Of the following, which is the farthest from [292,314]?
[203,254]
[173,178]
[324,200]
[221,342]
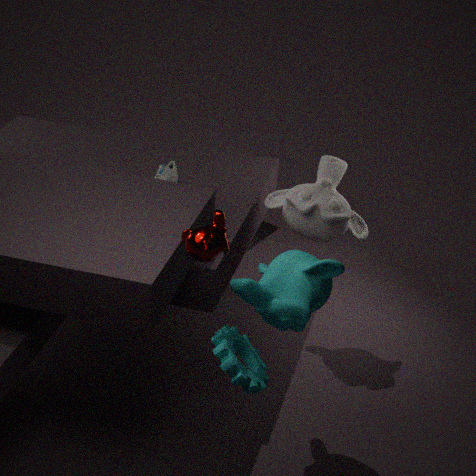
[173,178]
